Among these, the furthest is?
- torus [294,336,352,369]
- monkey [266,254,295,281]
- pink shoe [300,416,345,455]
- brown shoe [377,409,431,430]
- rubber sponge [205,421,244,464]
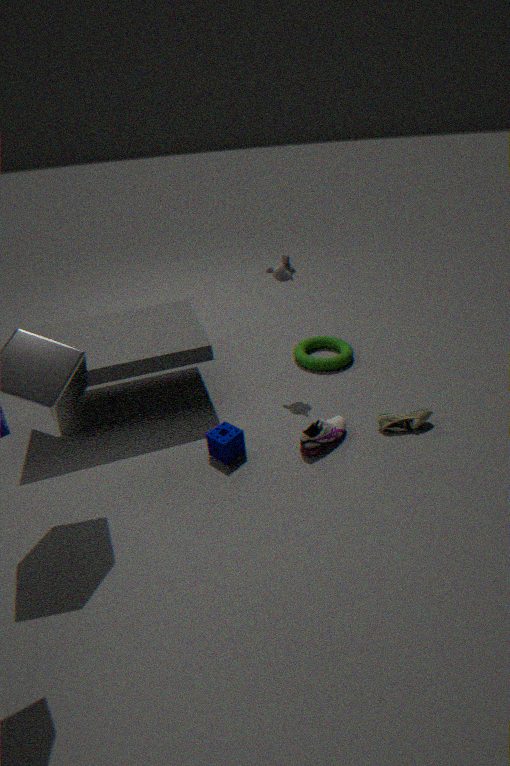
torus [294,336,352,369]
